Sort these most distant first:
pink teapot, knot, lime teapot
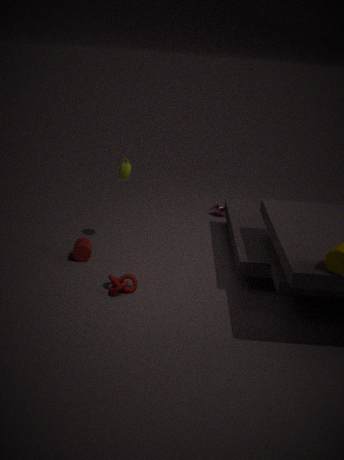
pink teapot → lime teapot → knot
